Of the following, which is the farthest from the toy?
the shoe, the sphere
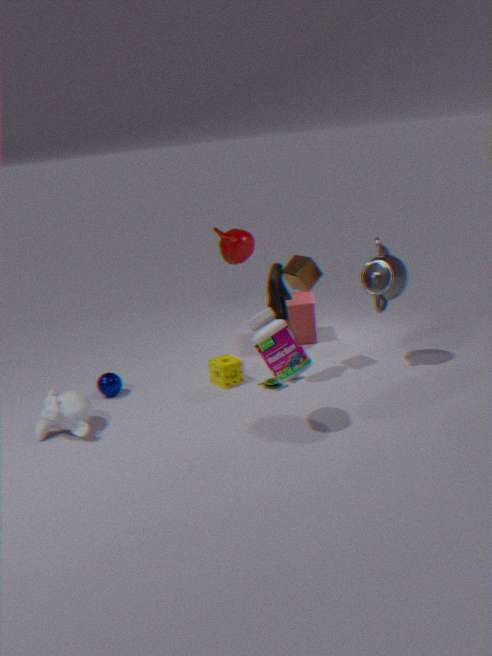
the sphere
